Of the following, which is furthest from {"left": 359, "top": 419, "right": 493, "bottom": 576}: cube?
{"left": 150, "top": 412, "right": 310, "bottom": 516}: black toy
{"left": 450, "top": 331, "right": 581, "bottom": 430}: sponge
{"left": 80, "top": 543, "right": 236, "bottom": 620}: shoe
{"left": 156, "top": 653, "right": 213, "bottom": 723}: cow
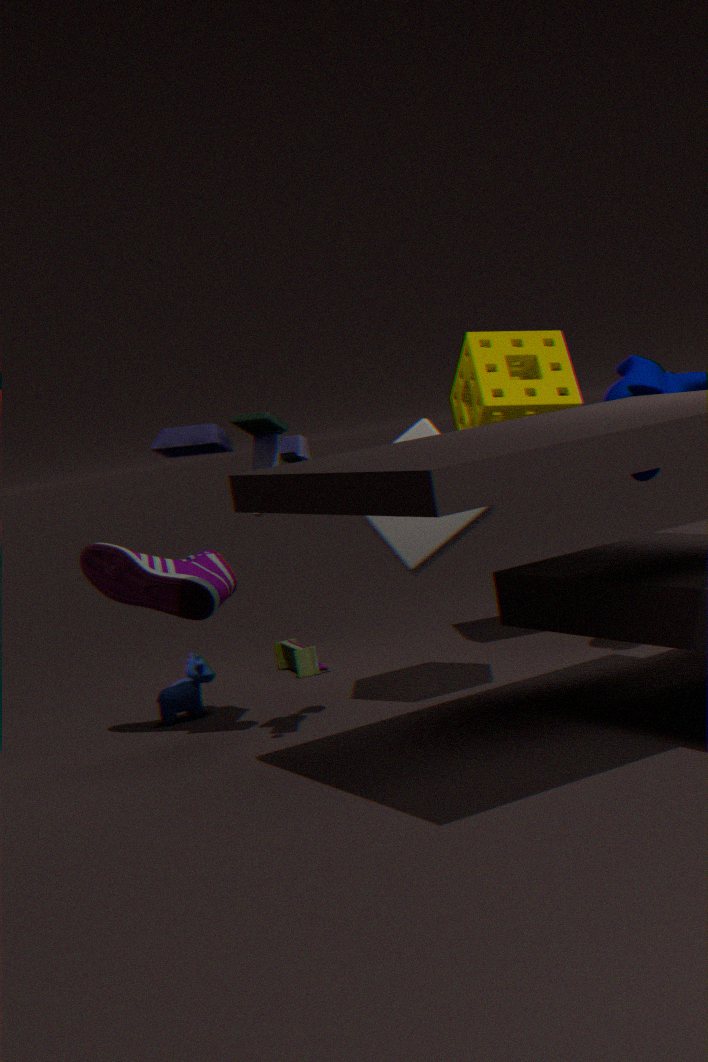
{"left": 156, "top": 653, "right": 213, "bottom": 723}: cow
